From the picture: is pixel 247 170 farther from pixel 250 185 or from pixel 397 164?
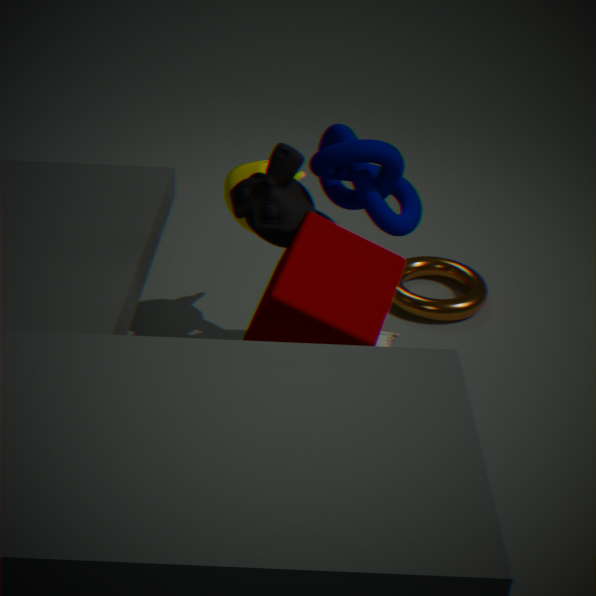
pixel 397 164
